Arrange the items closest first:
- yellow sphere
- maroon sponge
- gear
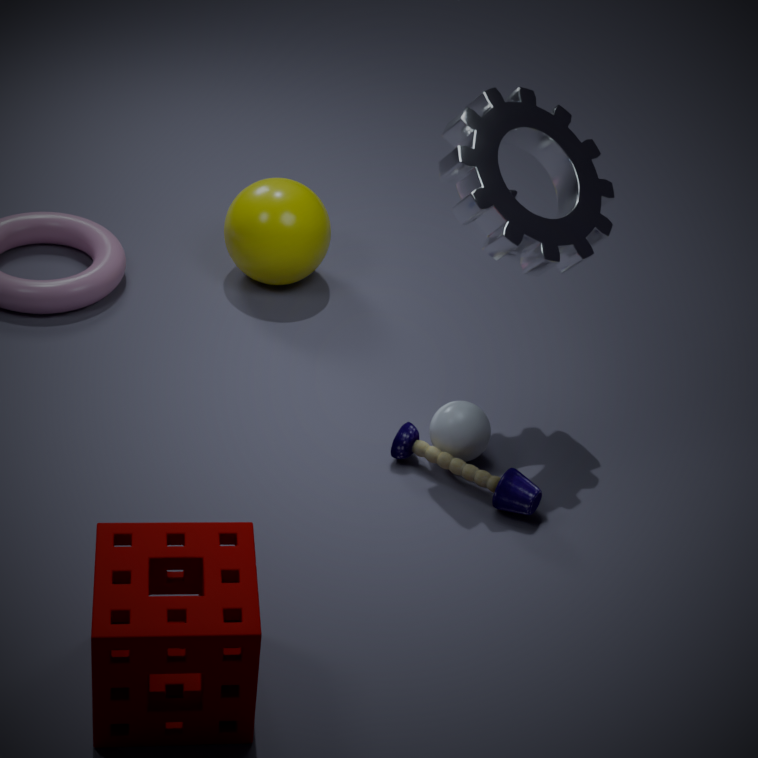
maroon sponge
gear
yellow sphere
